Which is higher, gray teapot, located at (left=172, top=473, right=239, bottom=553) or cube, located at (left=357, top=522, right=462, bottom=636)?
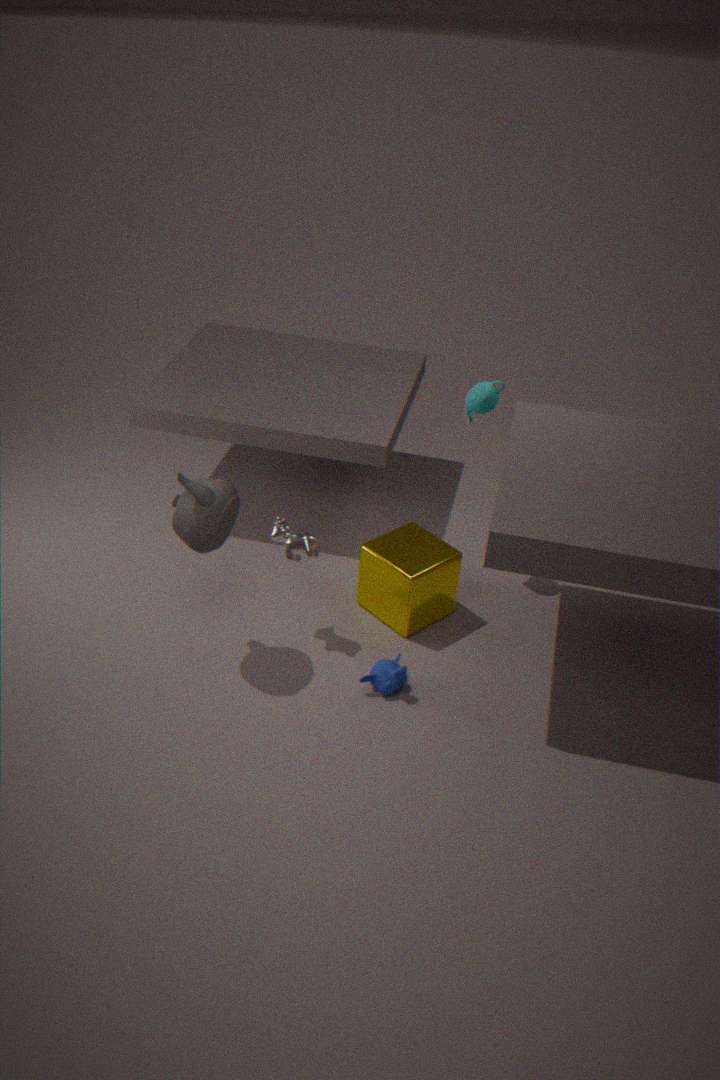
gray teapot, located at (left=172, top=473, right=239, bottom=553)
